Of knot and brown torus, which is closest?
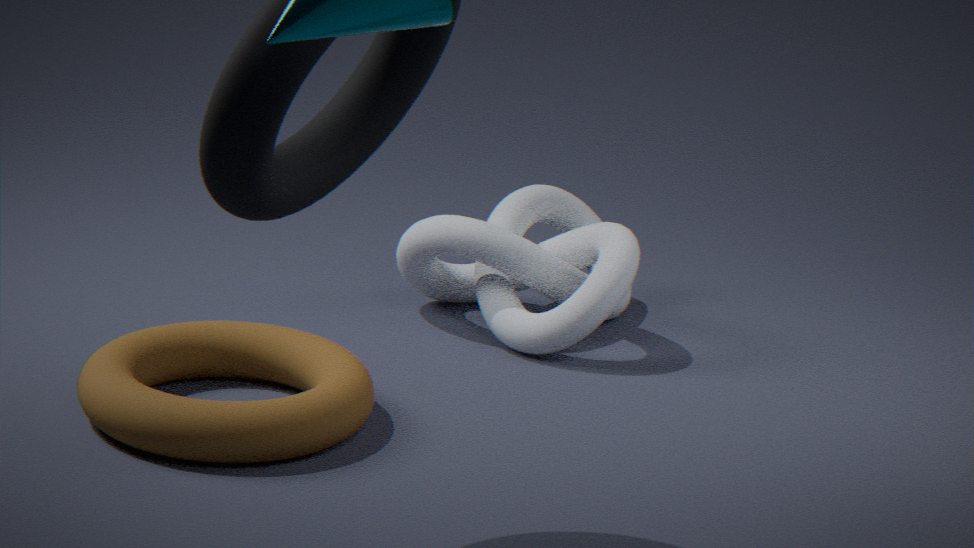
brown torus
